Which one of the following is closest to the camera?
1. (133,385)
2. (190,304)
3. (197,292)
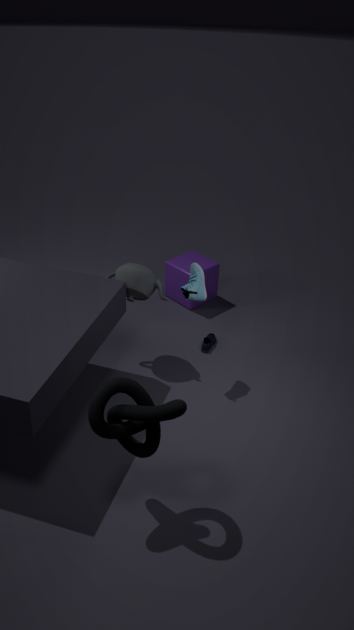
(133,385)
